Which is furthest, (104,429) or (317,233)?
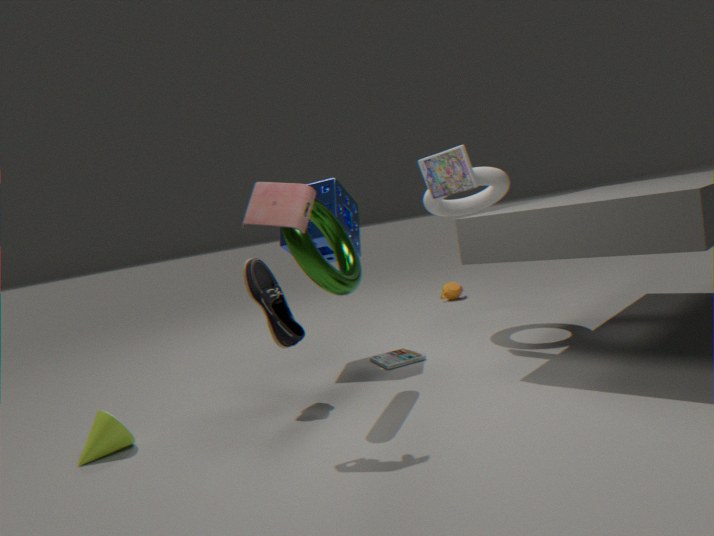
(317,233)
